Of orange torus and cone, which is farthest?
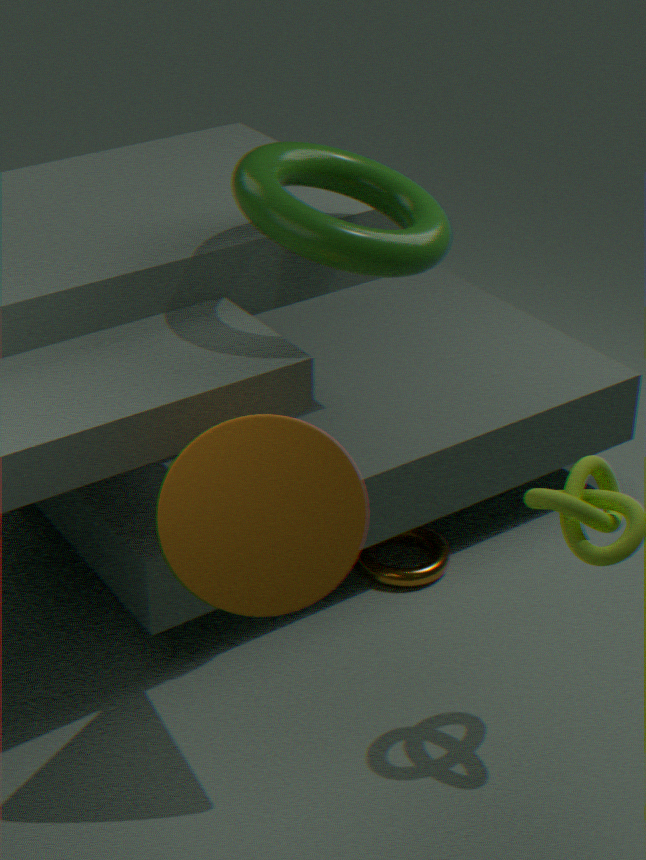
orange torus
